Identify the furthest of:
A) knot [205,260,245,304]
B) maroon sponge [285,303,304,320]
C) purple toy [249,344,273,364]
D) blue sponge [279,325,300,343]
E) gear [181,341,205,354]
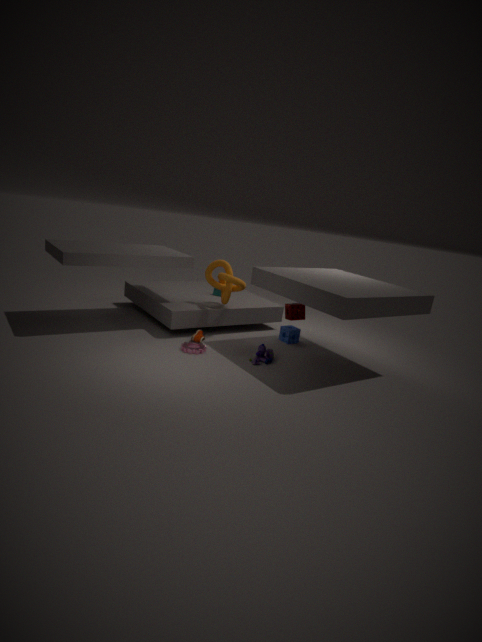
blue sponge [279,325,300,343]
